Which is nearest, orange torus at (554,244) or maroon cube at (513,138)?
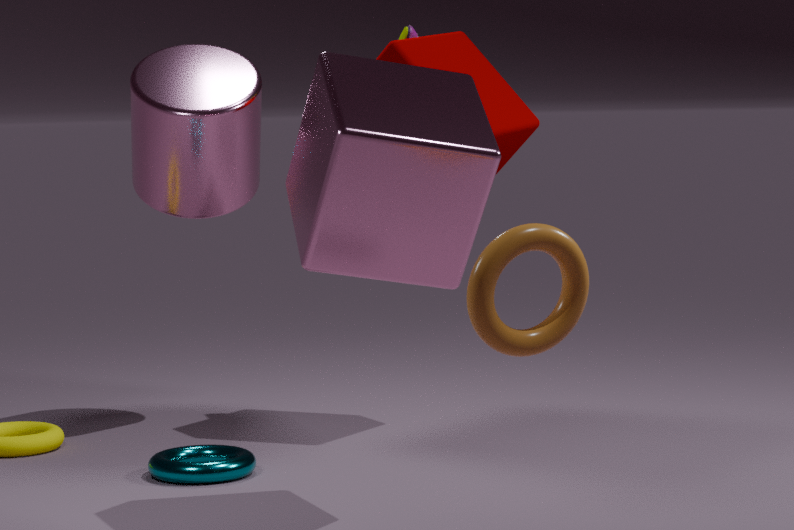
orange torus at (554,244)
